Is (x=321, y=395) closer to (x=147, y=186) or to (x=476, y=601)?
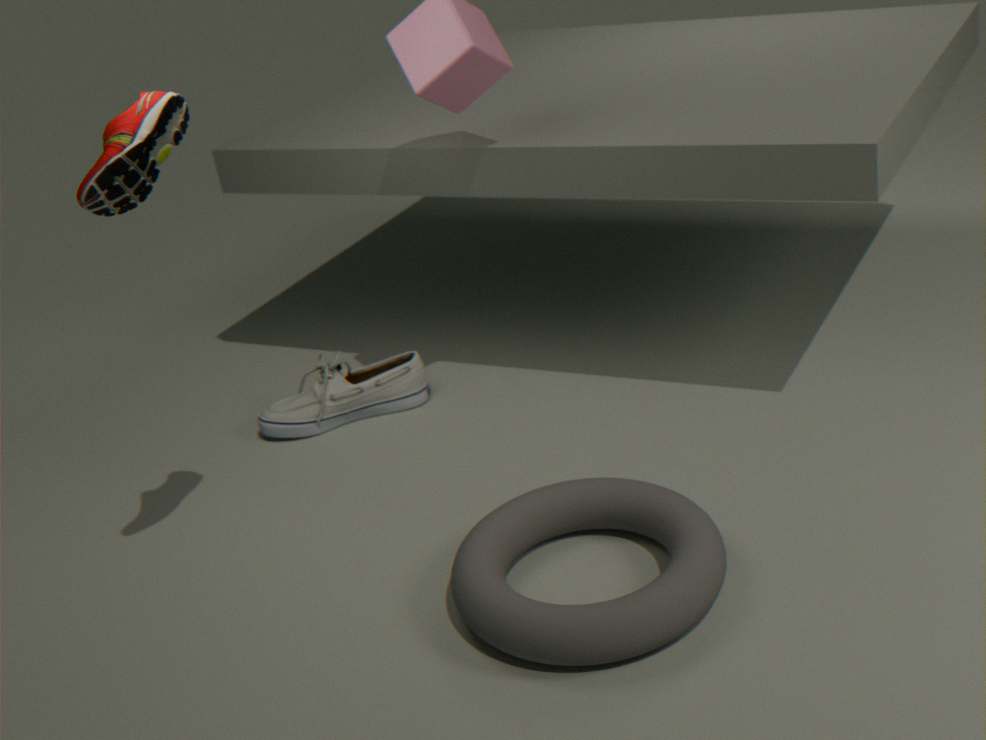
(x=476, y=601)
